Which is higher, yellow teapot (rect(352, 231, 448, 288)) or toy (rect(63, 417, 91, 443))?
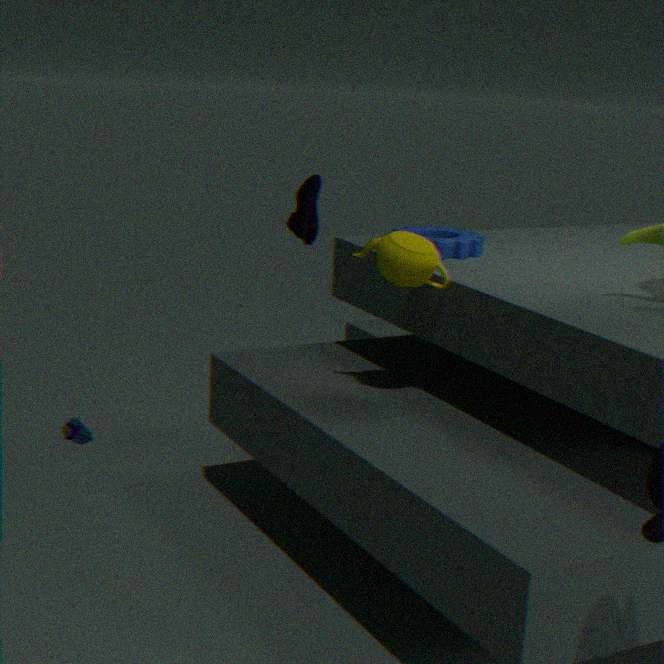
yellow teapot (rect(352, 231, 448, 288))
